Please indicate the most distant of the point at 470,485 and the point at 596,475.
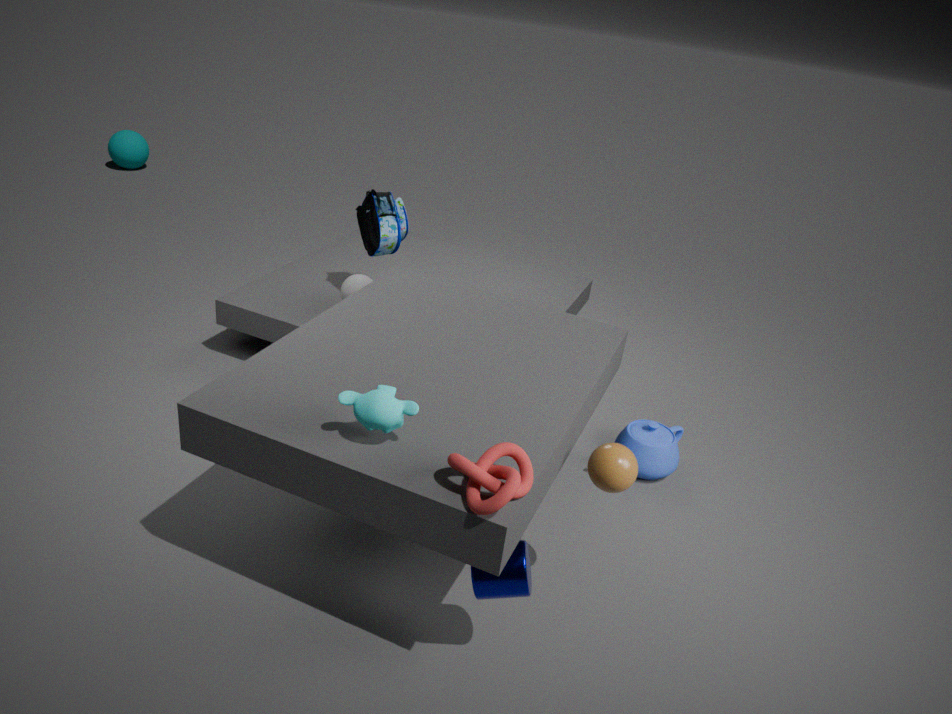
the point at 596,475
